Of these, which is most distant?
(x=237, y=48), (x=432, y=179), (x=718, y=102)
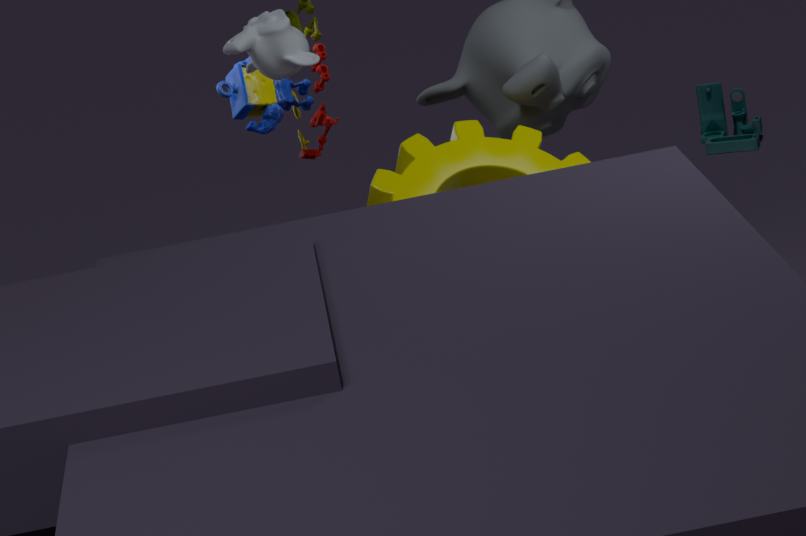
Result: (x=718, y=102)
